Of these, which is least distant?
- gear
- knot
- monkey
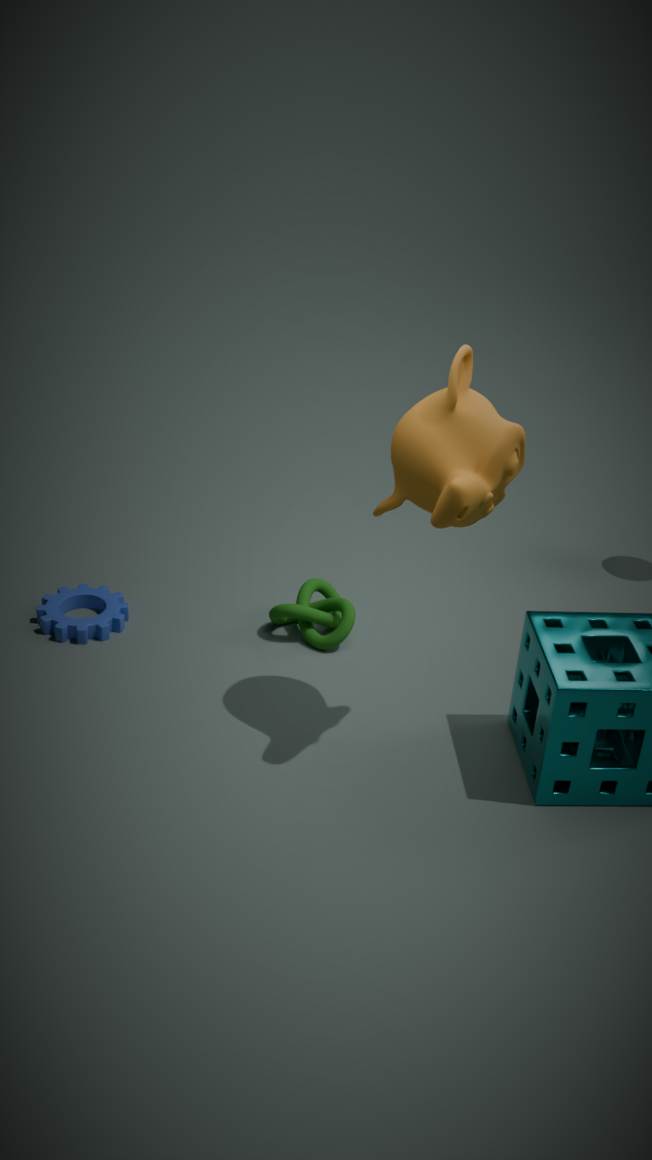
monkey
